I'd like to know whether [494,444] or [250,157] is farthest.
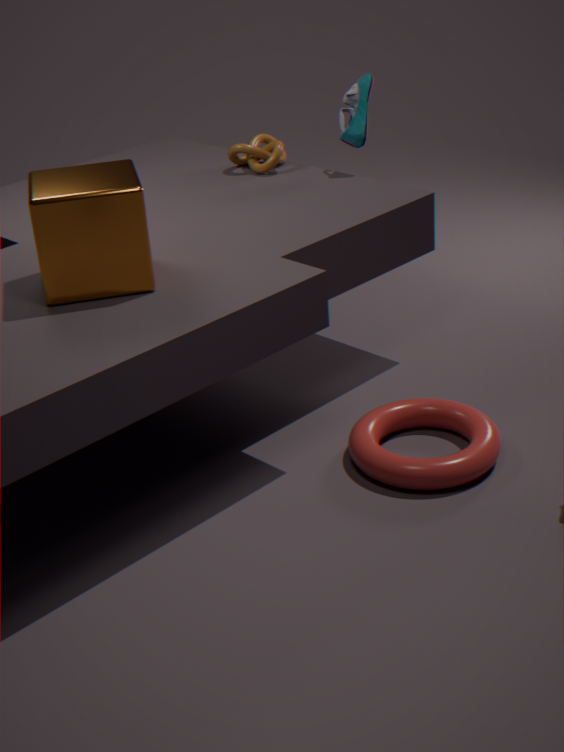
[250,157]
